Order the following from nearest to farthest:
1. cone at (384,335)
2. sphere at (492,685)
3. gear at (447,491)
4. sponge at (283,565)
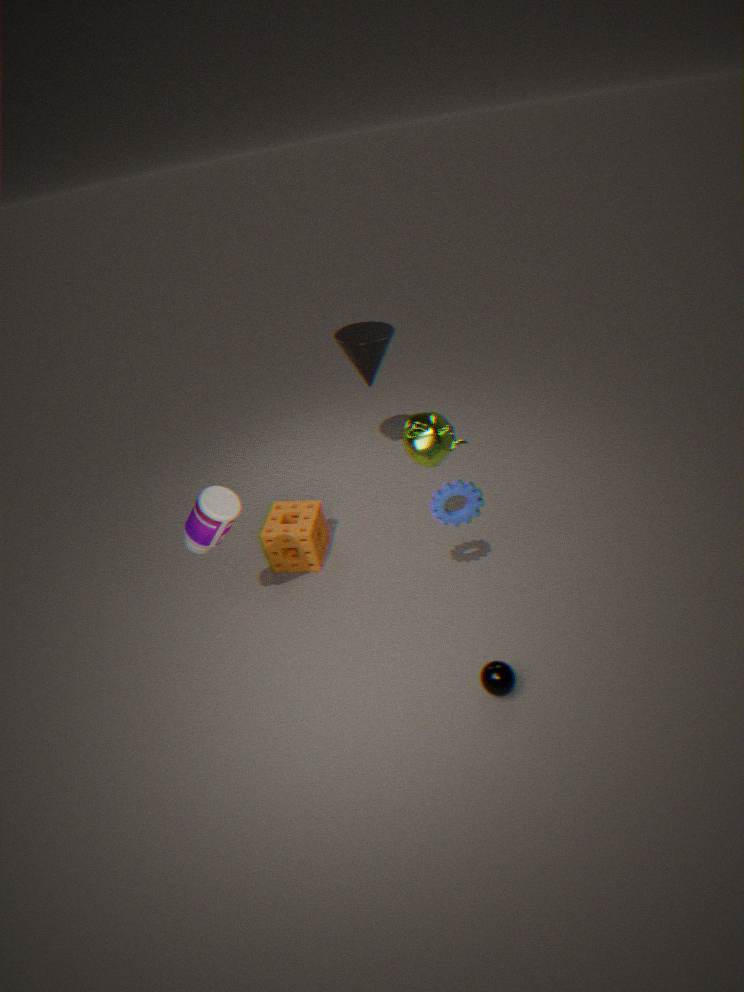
sphere at (492,685), gear at (447,491), sponge at (283,565), cone at (384,335)
